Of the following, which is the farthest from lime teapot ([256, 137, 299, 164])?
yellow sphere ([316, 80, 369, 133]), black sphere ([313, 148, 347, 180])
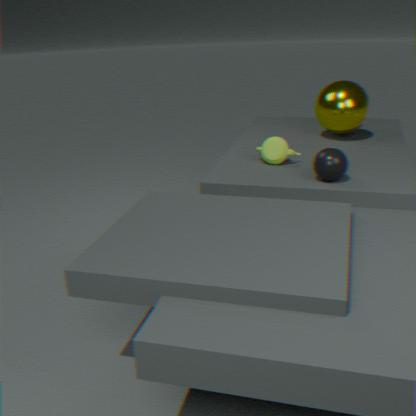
yellow sphere ([316, 80, 369, 133])
